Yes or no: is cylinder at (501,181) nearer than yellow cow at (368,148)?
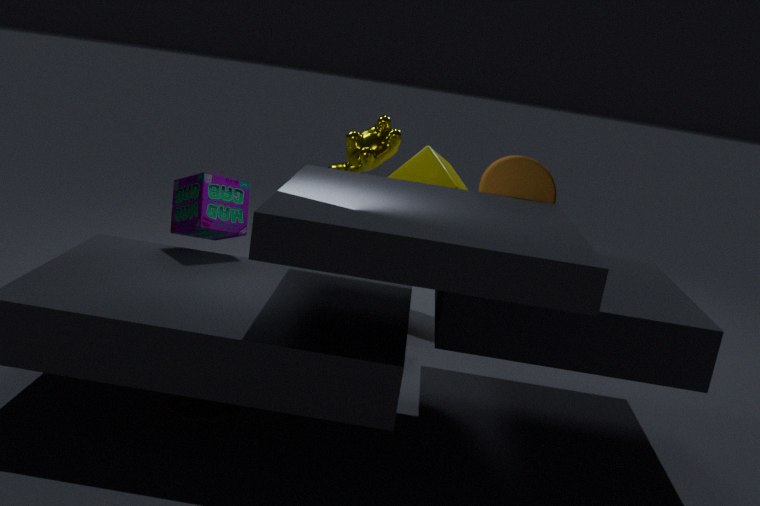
Yes
